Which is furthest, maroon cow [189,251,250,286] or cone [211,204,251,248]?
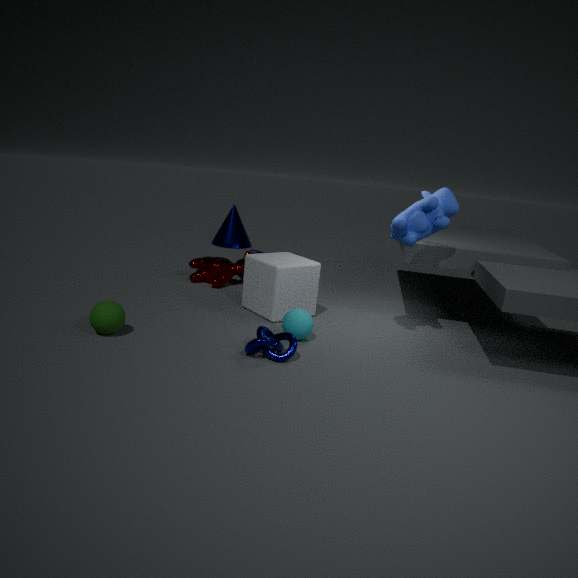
cone [211,204,251,248]
